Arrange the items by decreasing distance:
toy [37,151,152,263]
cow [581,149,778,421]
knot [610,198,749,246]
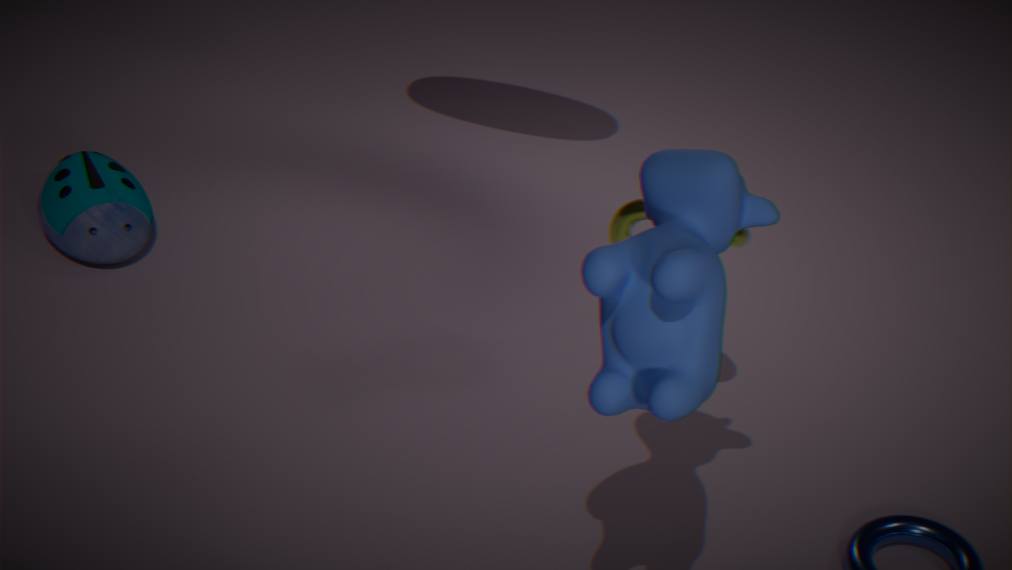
1. toy [37,151,152,263]
2. knot [610,198,749,246]
3. cow [581,149,778,421]
